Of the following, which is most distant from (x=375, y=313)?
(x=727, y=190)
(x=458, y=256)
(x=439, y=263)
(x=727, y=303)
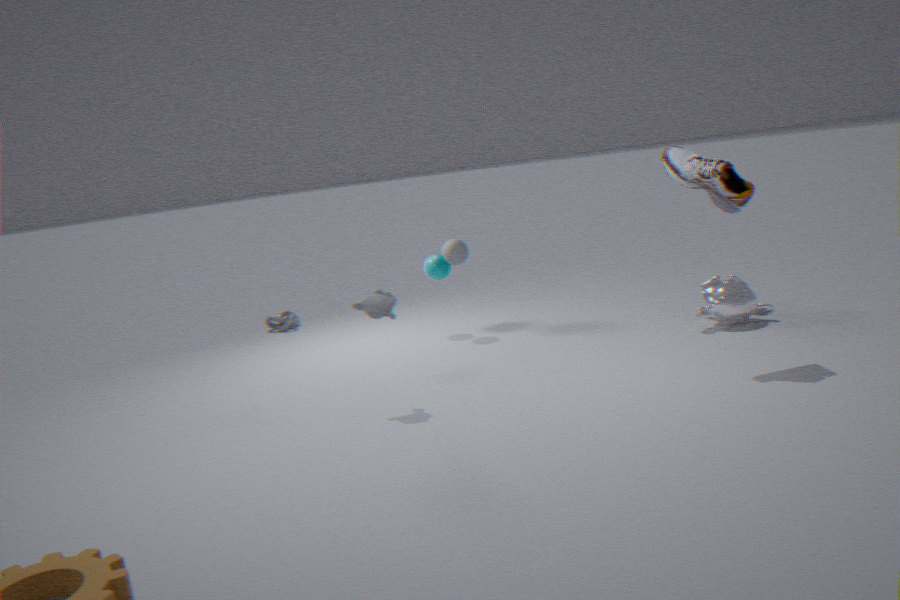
(x=727, y=303)
